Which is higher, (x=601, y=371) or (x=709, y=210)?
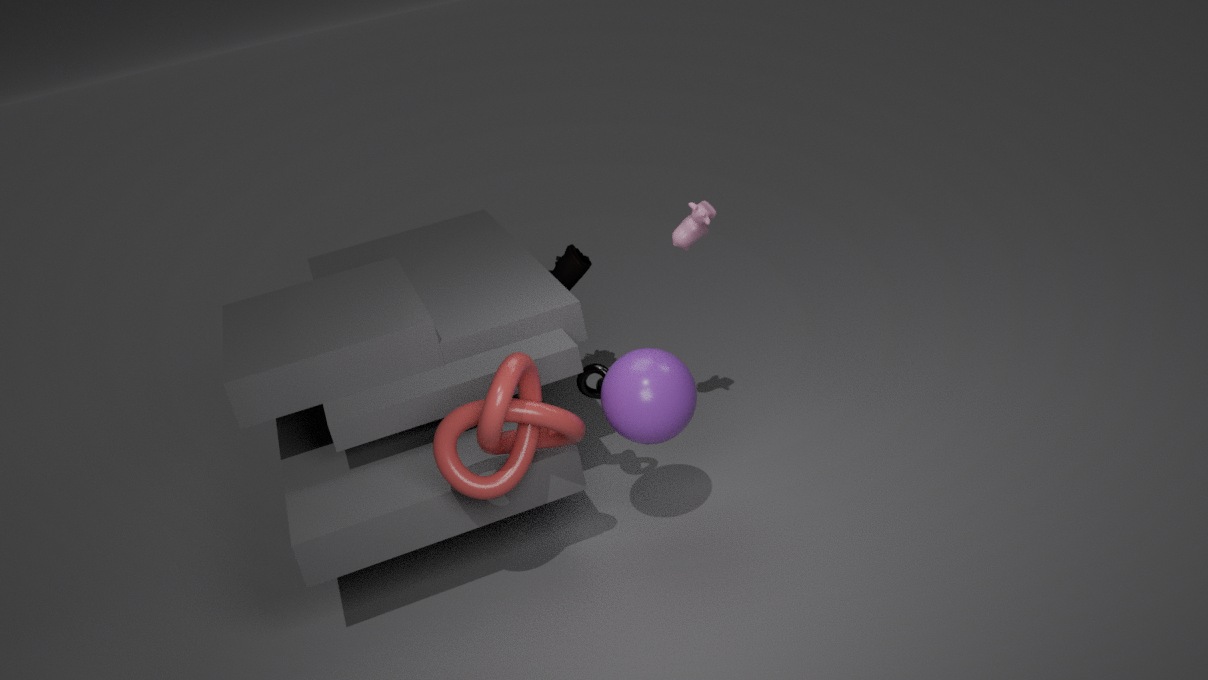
(x=709, y=210)
